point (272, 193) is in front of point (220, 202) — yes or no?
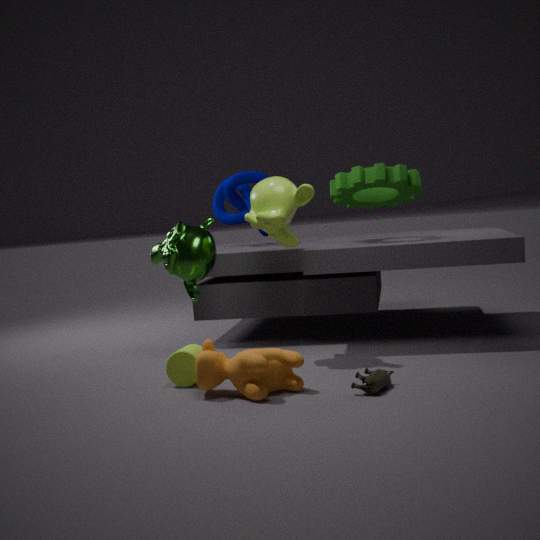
Yes
